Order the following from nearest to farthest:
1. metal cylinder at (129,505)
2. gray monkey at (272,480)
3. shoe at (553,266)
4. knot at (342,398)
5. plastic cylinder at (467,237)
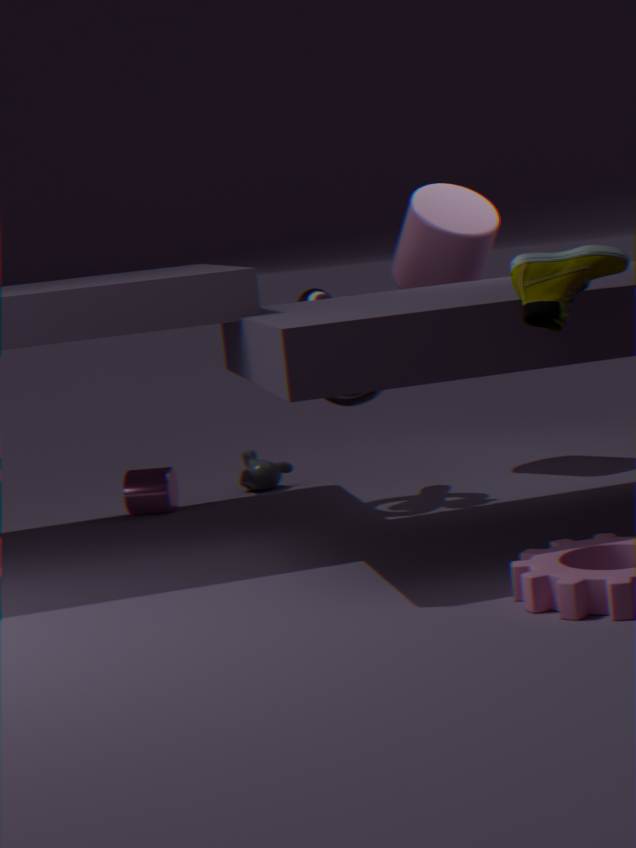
A: 1. shoe at (553,266)
2. knot at (342,398)
3. plastic cylinder at (467,237)
4. metal cylinder at (129,505)
5. gray monkey at (272,480)
